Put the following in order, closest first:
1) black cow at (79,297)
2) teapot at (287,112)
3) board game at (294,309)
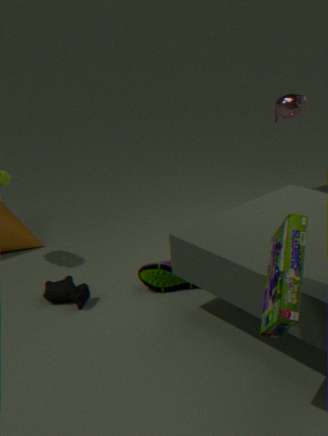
3. board game at (294,309) < 1. black cow at (79,297) < 2. teapot at (287,112)
